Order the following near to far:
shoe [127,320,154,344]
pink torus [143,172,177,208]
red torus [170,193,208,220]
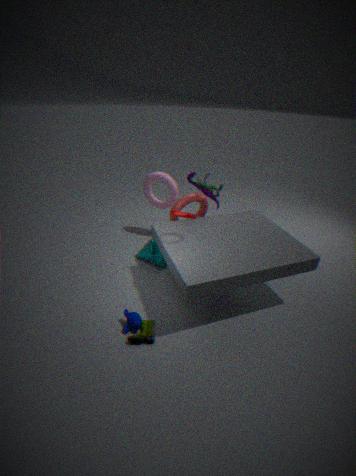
shoe [127,320,154,344] < red torus [170,193,208,220] < pink torus [143,172,177,208]
